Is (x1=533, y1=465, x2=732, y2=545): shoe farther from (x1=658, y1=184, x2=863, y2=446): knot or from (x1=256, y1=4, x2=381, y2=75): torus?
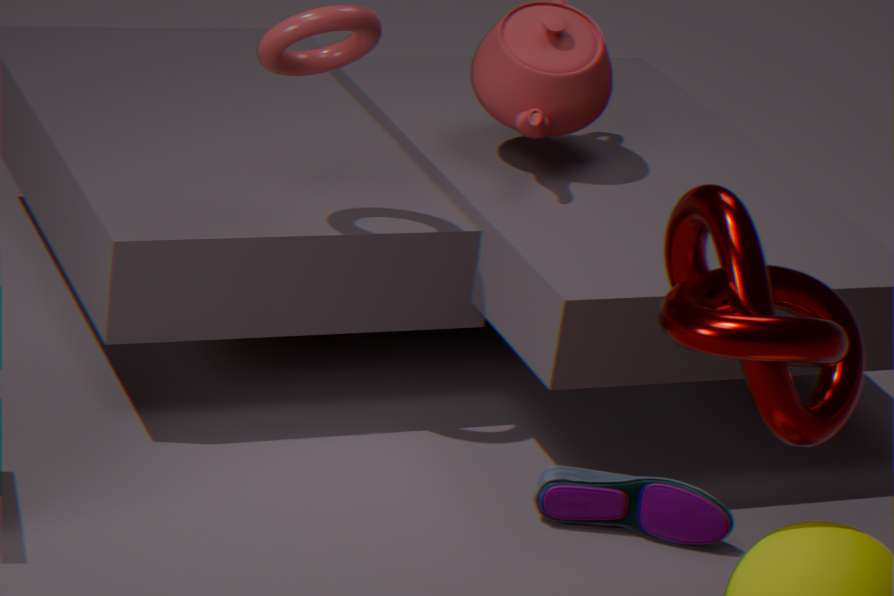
(x1=256, y1=4, x2=381, y2=75): torus
